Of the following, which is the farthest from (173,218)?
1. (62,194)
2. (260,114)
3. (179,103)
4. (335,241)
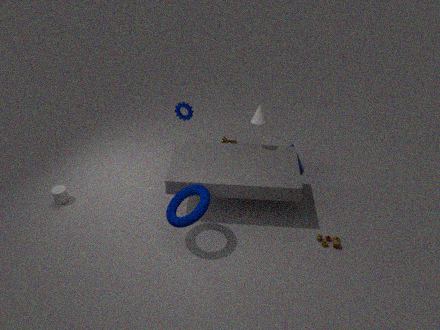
(62,194)
